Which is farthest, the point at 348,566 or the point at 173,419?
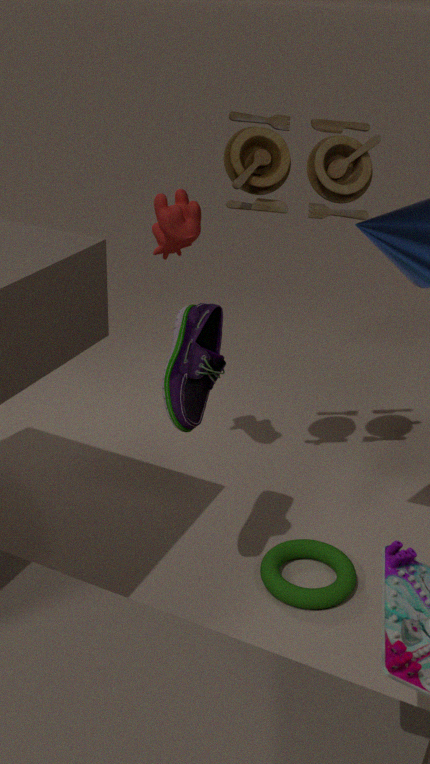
the point at 348,566
